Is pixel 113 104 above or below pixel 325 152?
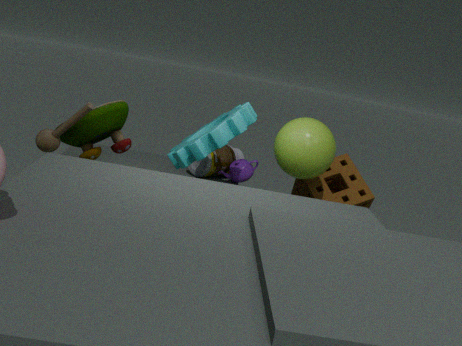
below
